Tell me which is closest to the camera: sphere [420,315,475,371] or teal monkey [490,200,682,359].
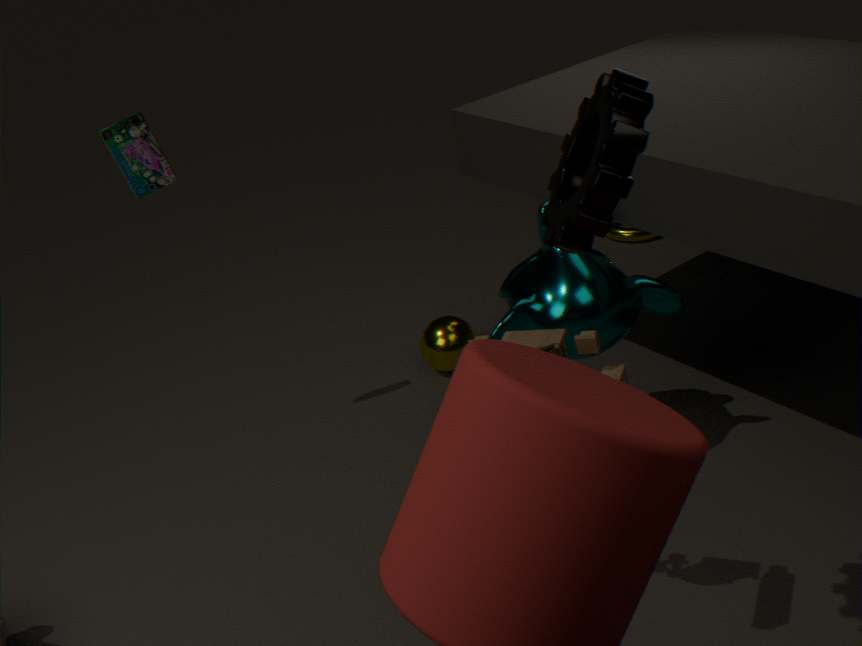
teal monkey [490,200,682,359]
